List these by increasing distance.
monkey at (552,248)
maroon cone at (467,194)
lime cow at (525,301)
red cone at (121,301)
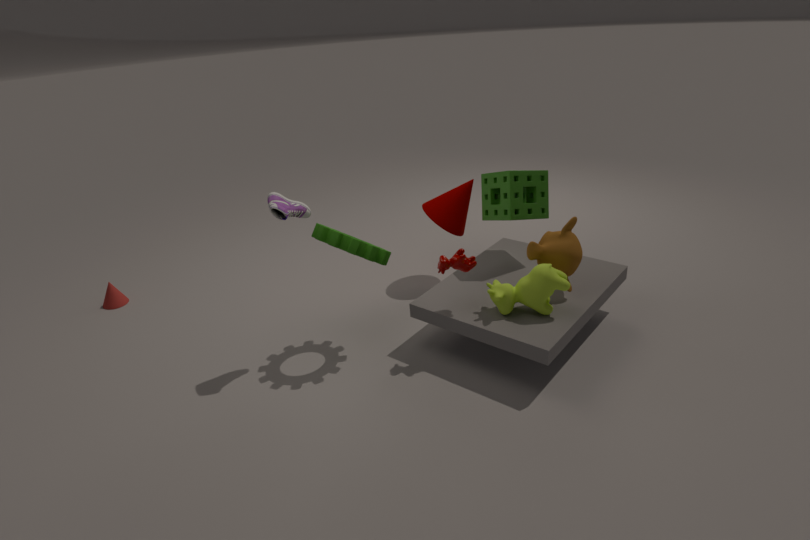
lime cow at (525,301) → monkey at (552,248) → maroon cone at (467,194) → red cone at (121,301)
